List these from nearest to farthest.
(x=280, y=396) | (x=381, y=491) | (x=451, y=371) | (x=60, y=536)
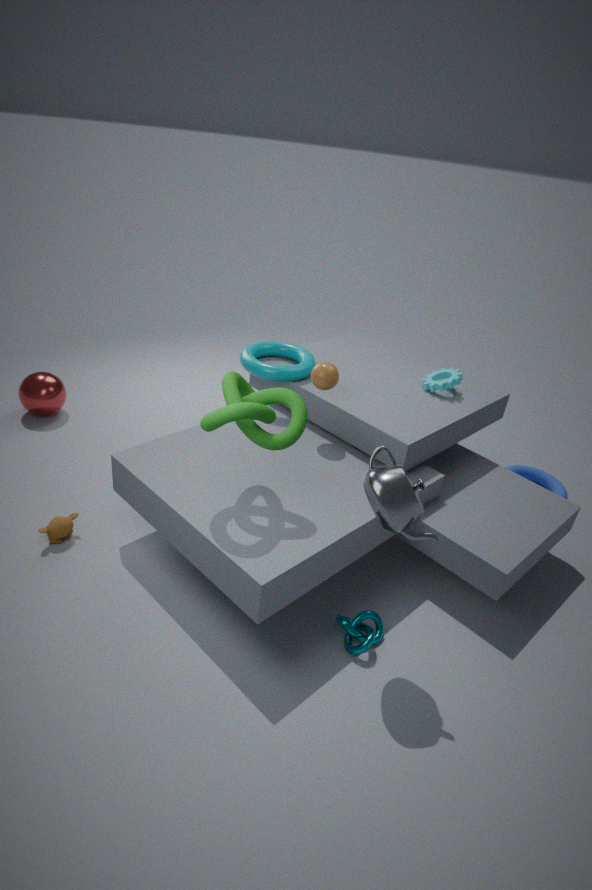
(x=381, y=491), (x=280, y=396), (x=60, y=536), (x=451, y=371)
